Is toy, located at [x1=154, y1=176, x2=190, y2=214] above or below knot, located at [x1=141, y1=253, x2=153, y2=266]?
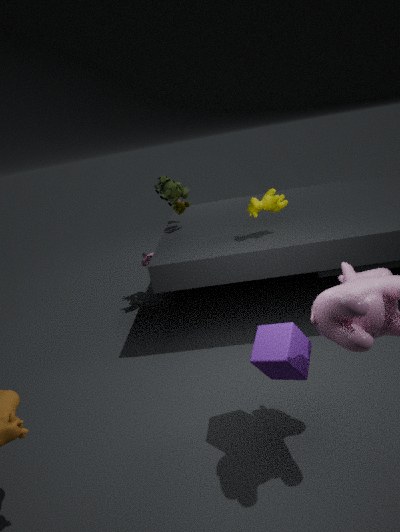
above
